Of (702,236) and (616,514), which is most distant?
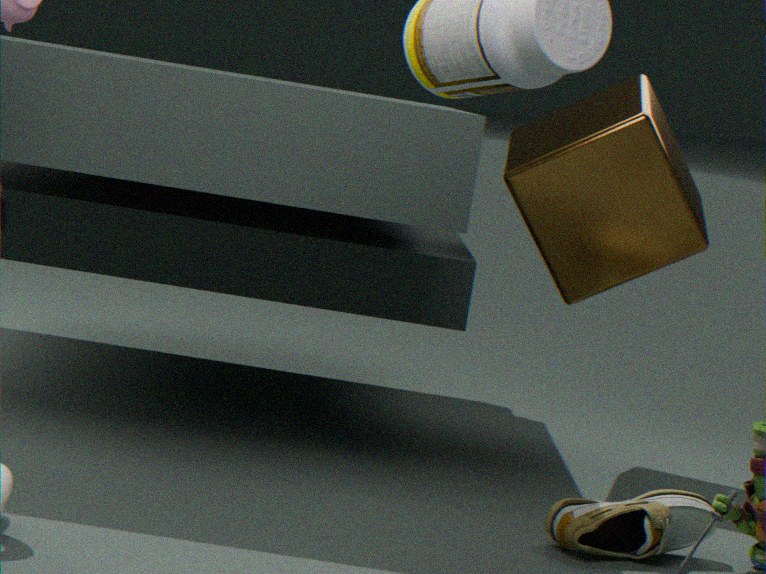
(702,236)
